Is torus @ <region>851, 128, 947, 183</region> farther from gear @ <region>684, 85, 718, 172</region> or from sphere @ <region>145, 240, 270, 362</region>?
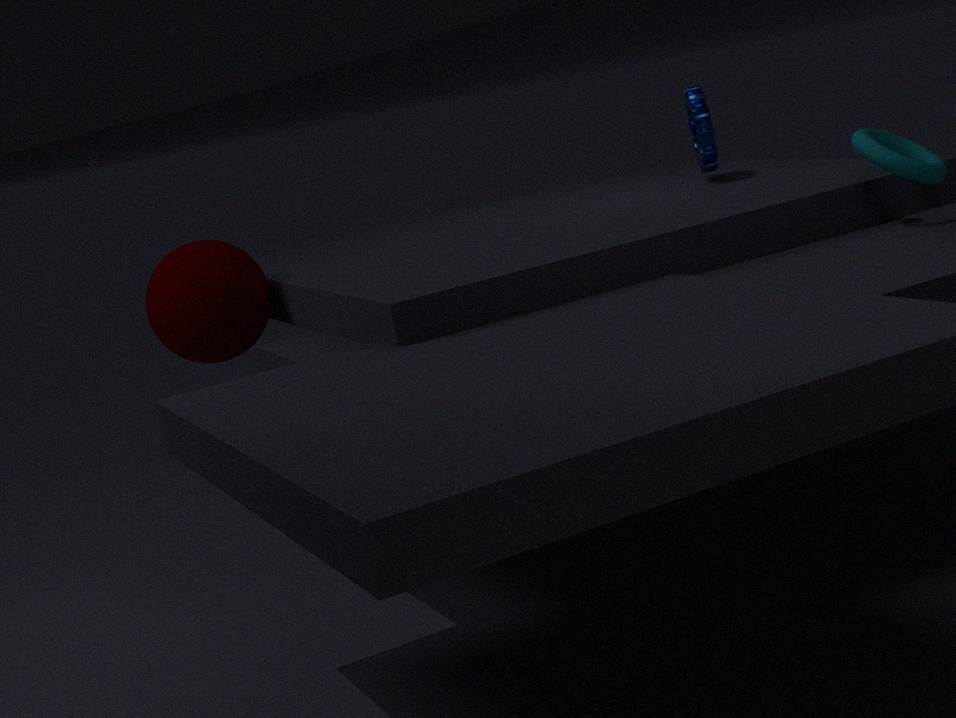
sphere @ <region>145, 240, 270, 362</region>
